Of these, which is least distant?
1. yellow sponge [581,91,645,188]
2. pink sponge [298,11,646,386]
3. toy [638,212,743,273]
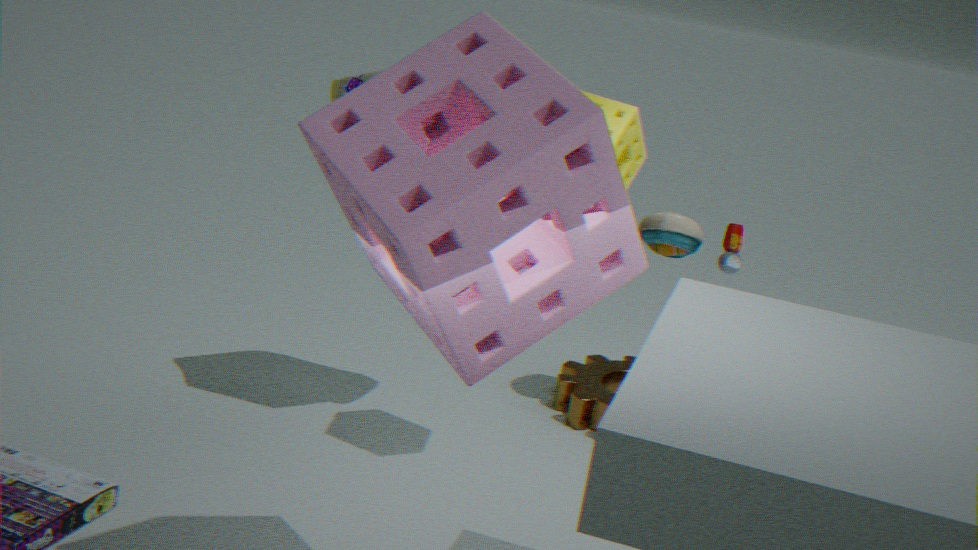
pink sponge [298,11,646,386]
